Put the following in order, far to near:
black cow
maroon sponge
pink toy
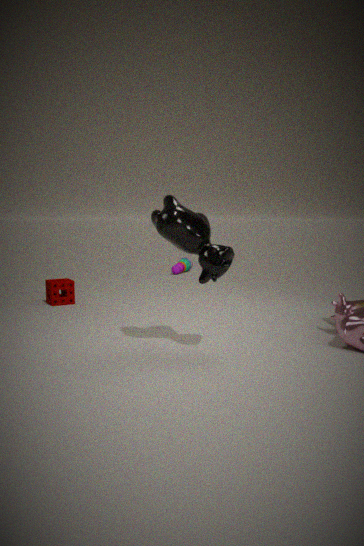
pink toy
maroon sponge
black cow
